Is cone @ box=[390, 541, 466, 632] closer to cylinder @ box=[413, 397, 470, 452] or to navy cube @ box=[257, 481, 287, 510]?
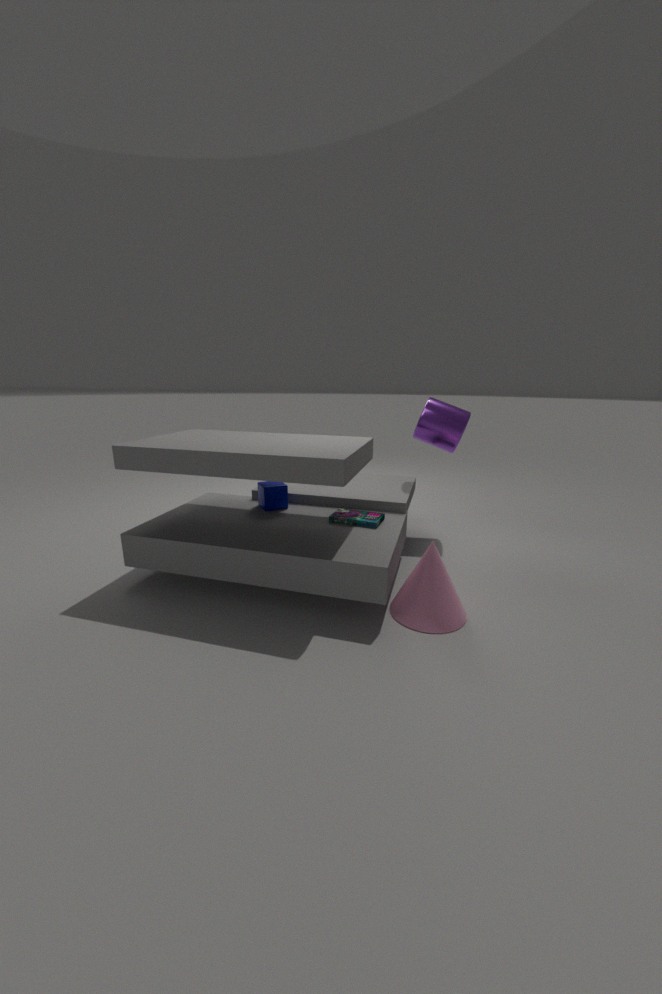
navy cube @ box=[257, 481, 287, 510]
